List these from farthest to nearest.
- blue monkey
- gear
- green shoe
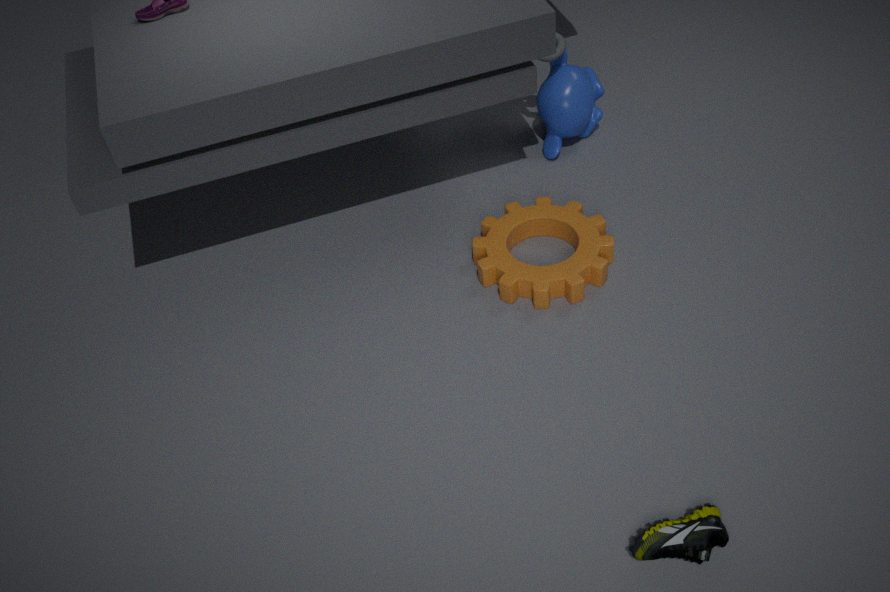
blue monkey
gear
green shoe
